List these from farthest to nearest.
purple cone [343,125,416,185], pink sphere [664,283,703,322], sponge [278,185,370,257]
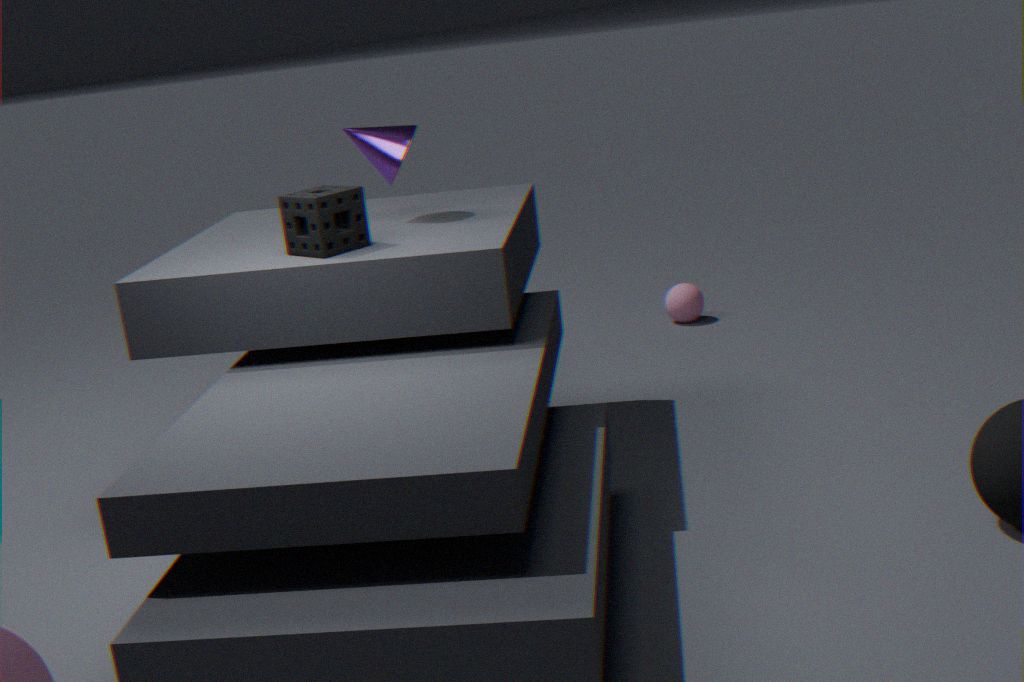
pink sphere [664,283,703,322] < purple cone [343,125,416,185] < sponge [278,185,370,257]
